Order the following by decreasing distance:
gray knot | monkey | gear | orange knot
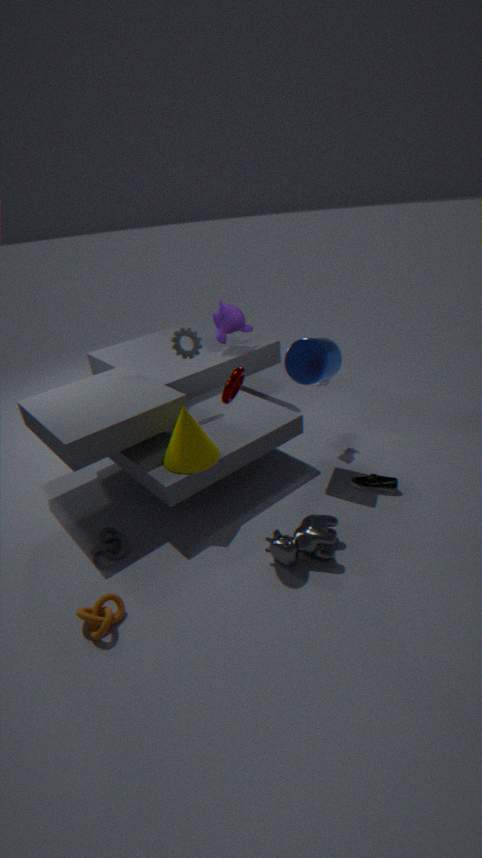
1. monkey
2. gear
3. gray knot
4. orange knot
